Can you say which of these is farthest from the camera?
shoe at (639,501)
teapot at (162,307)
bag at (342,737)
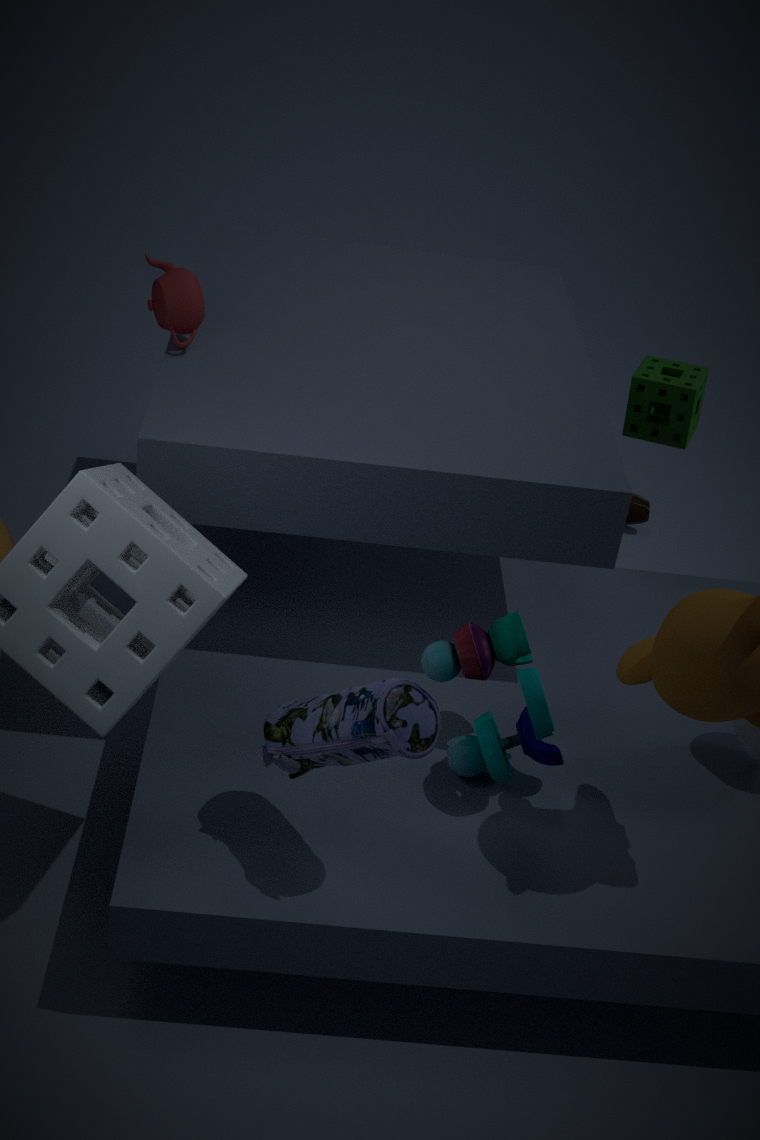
shoe at (639,501)
